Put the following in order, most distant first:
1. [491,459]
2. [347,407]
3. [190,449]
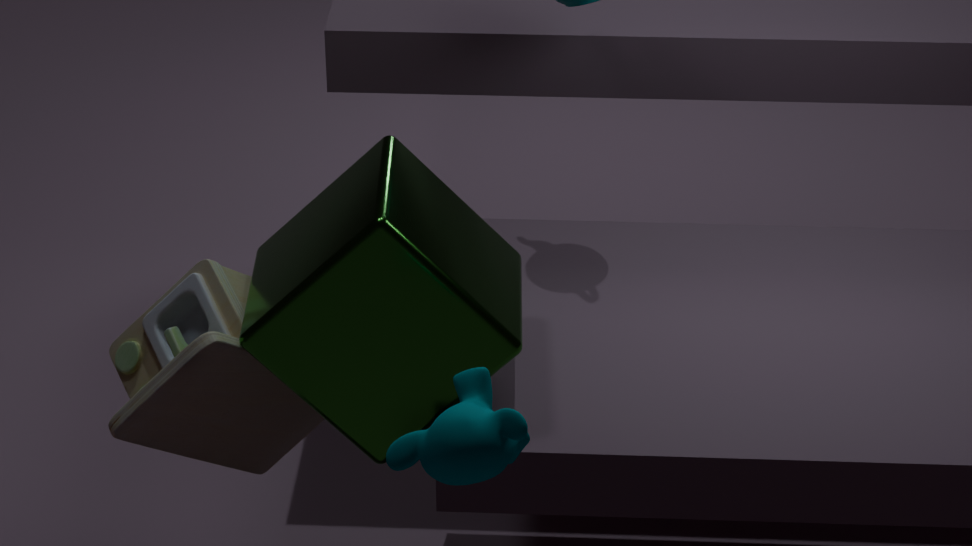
1. [190,449]
2. [347,407]
3. [491,459]
